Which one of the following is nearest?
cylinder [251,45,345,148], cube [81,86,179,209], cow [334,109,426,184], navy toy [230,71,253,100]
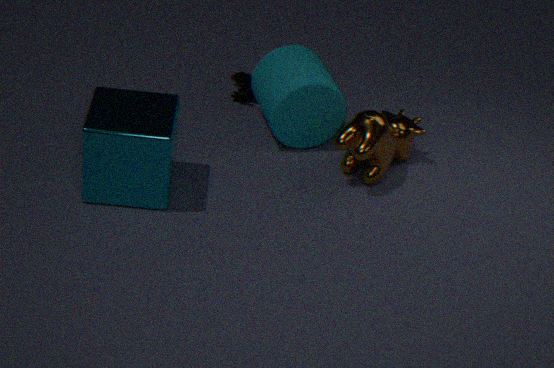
cube [81,86,179,209]
